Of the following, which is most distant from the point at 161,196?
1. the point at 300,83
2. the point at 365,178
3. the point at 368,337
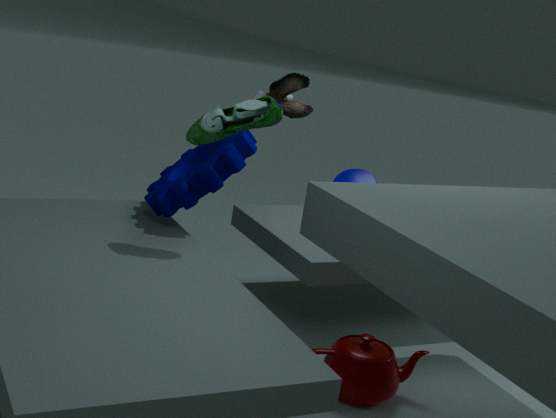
the point at 368,337
